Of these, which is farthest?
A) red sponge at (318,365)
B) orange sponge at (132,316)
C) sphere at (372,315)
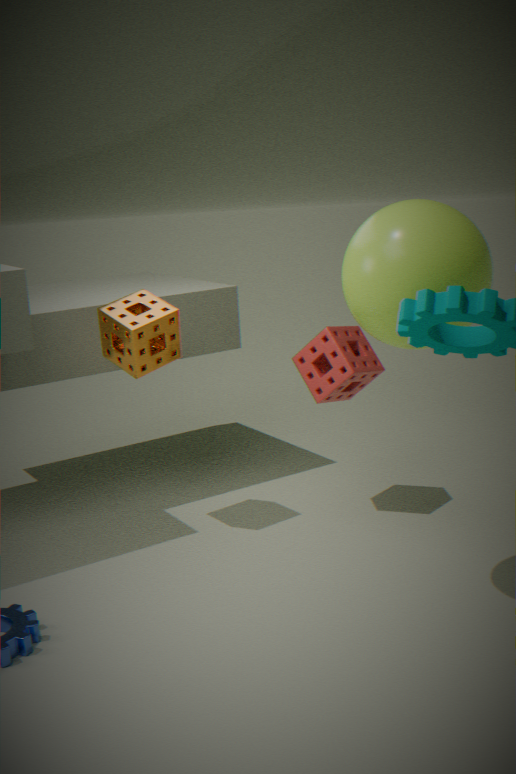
red sponge at (318,365)
